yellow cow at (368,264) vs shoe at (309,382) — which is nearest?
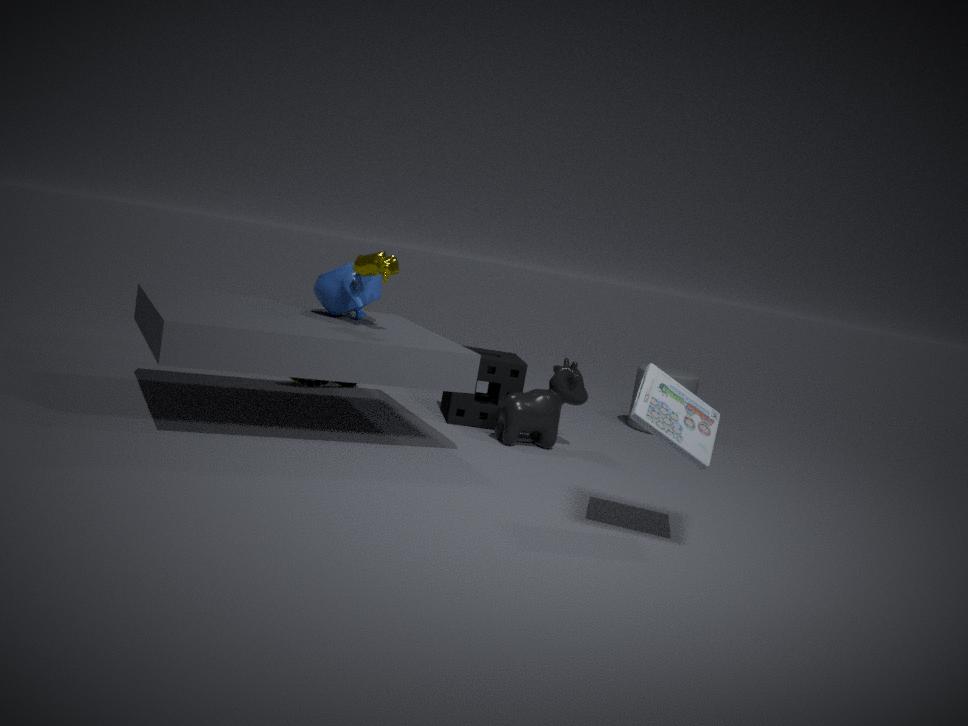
yellow cow at (368,264)
